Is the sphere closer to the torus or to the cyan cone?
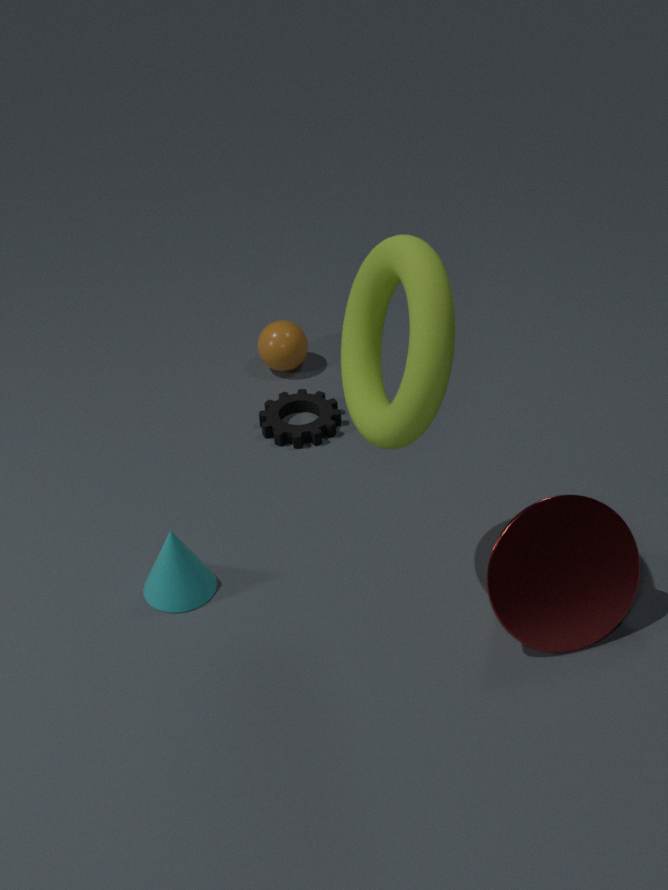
the cyan cone
